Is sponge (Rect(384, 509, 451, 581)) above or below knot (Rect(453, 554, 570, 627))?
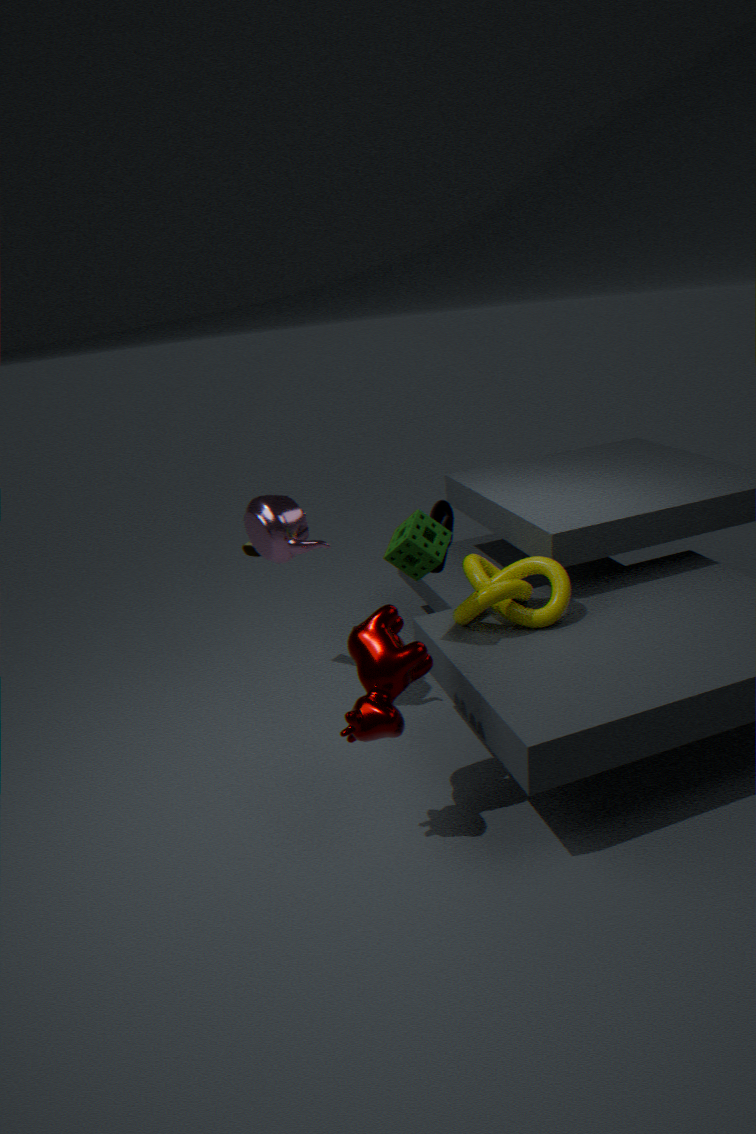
above
